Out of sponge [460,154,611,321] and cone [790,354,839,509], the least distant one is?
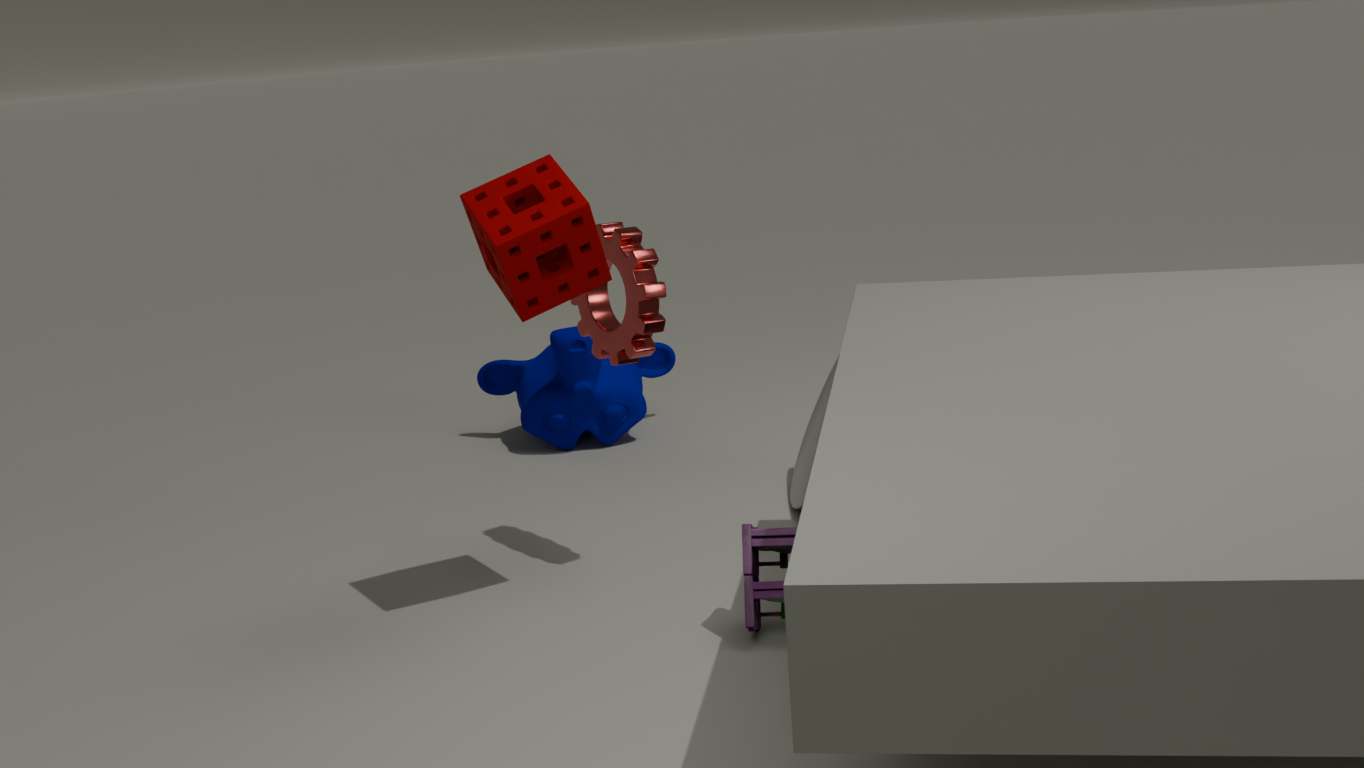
sponge [460,154,611,321]
